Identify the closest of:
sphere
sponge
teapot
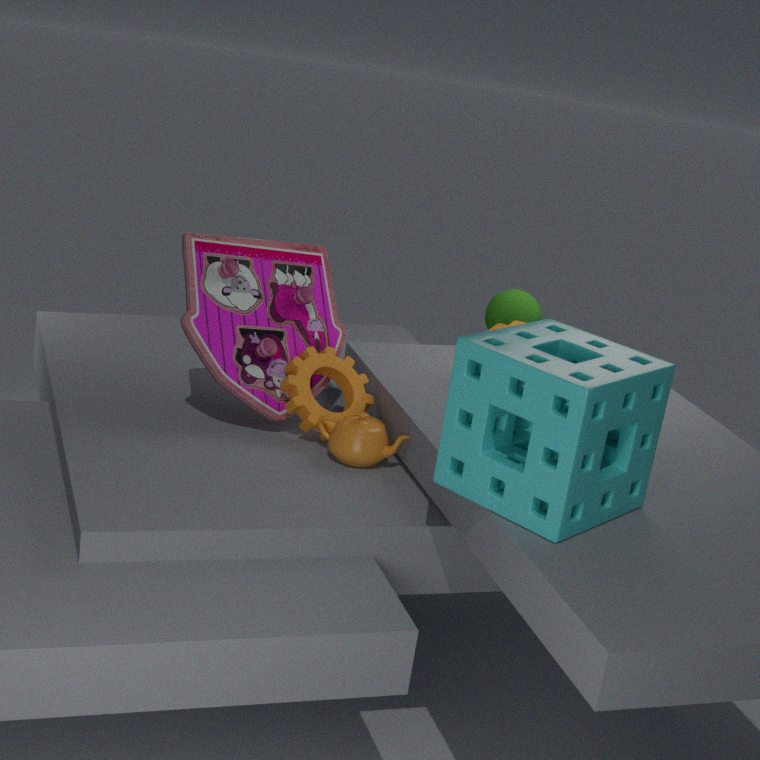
sponge
